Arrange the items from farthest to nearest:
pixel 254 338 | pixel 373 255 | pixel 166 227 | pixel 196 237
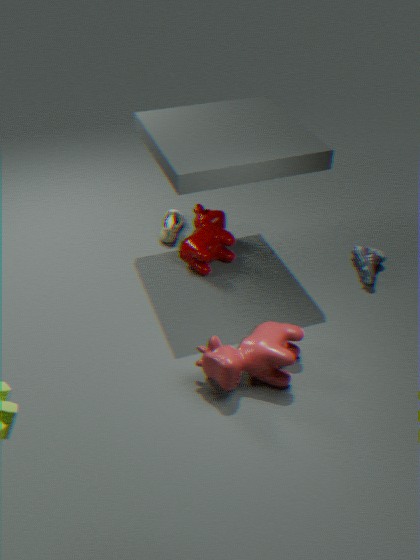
1. pixel 166 227
2. pixel 373 255
3. pixel 196 237
4. pixel 254 338
